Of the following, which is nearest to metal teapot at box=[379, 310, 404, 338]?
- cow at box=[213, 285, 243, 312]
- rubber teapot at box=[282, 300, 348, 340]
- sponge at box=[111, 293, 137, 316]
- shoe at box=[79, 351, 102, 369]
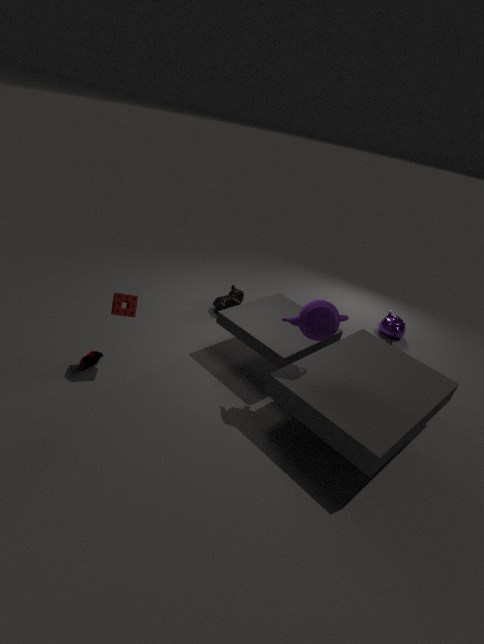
cow at box=[213, 285, 243, 312]
